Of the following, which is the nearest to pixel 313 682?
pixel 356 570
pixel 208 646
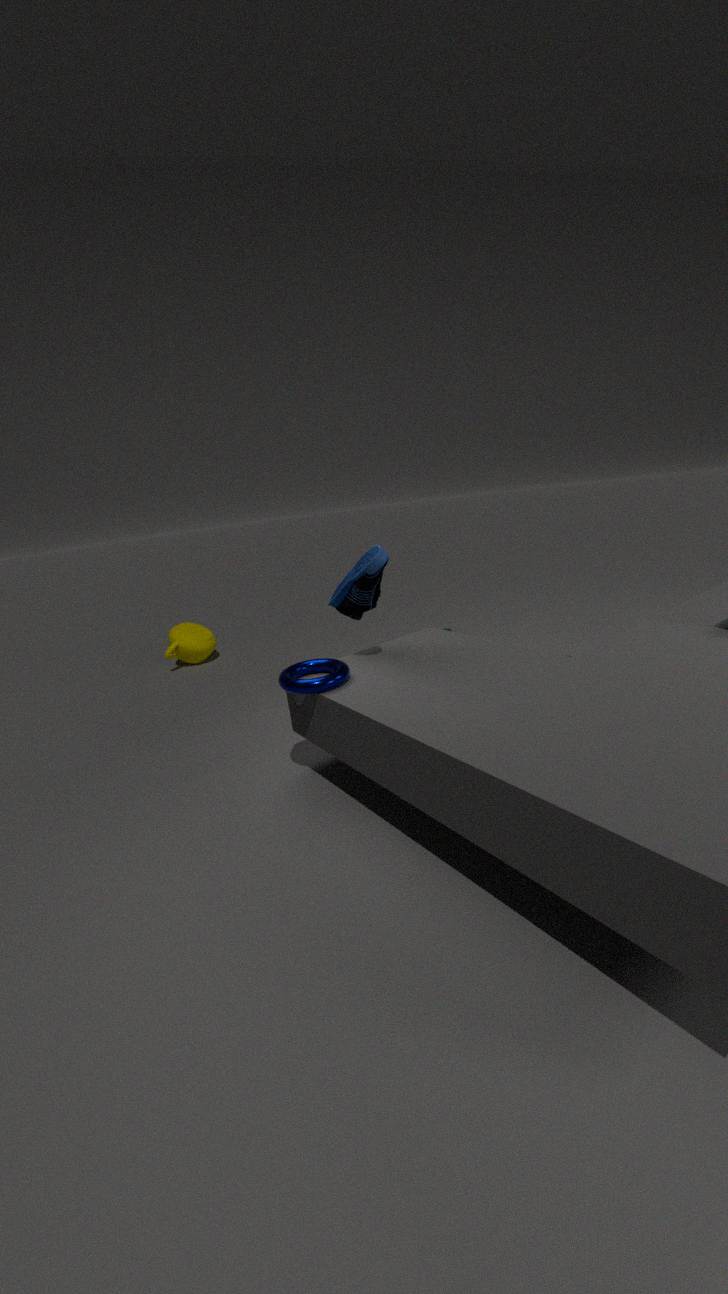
pixel 356 570
